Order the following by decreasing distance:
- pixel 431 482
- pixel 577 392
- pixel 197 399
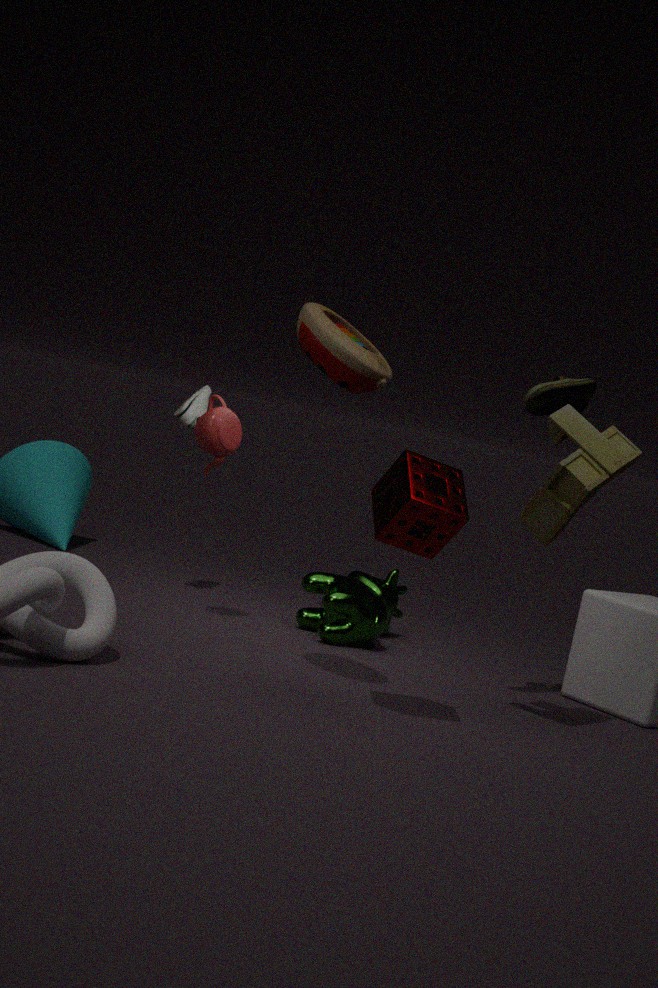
pixel 197 399
pixel 577 392
pixel 431 482
